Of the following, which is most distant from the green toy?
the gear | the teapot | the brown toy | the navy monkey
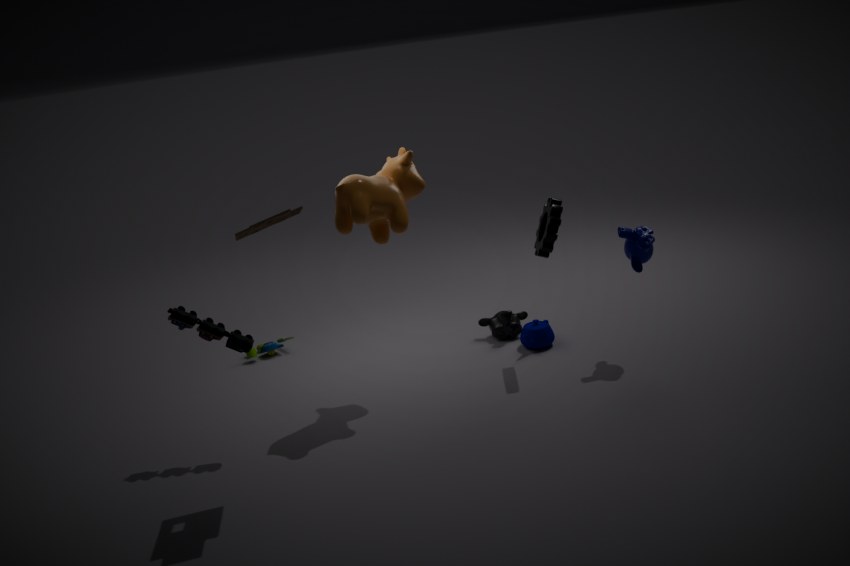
the navy monkey
